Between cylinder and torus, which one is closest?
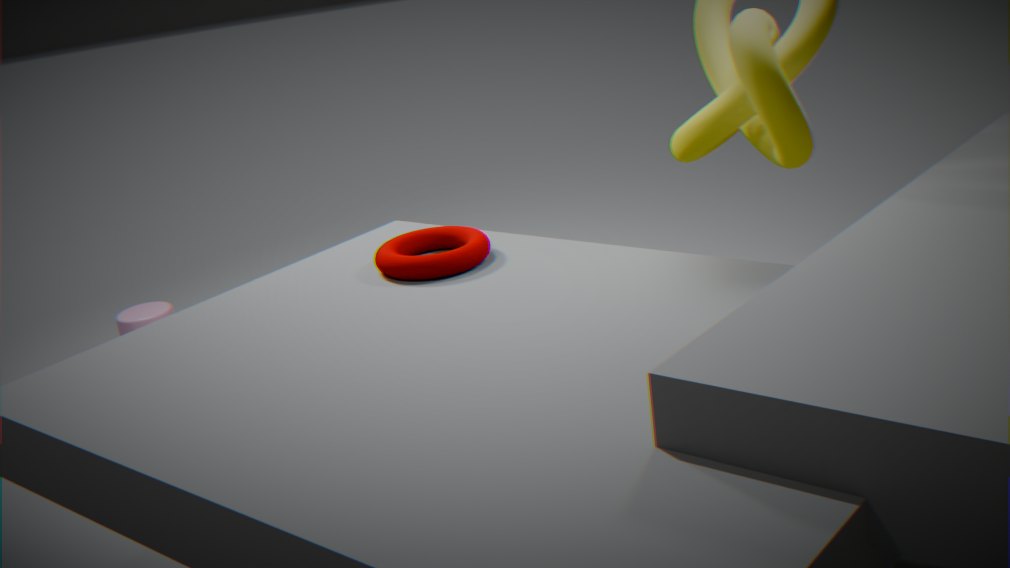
torus
